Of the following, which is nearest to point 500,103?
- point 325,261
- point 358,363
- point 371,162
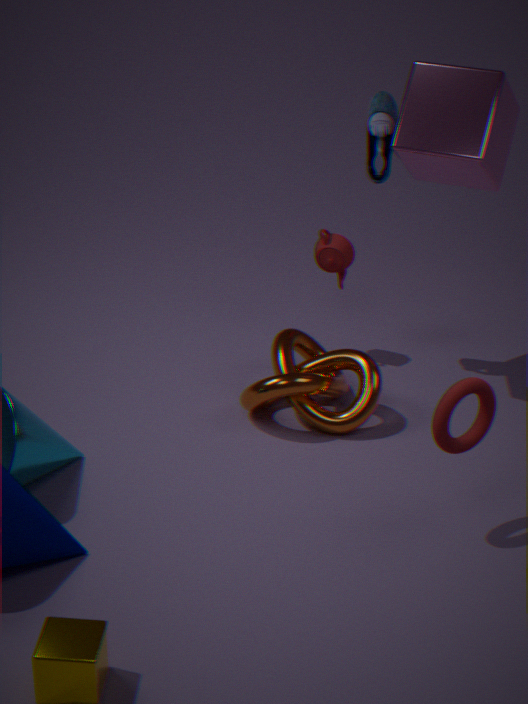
point 371,162
